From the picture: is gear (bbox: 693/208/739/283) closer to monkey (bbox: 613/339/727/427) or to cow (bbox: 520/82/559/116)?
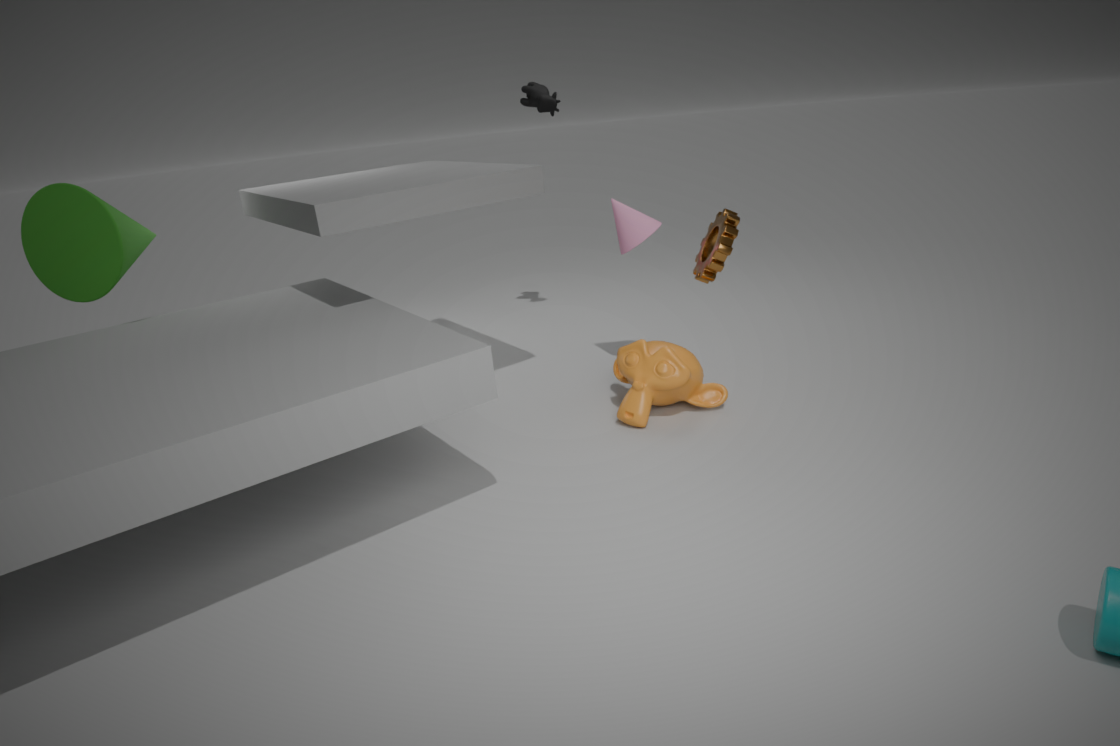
monkey (bbox: 613/339/727/427)
